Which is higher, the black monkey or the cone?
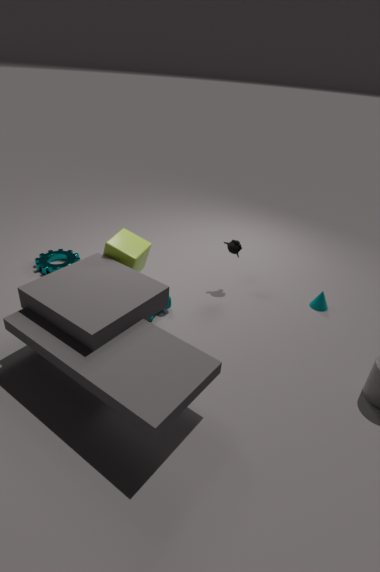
the black monkey
